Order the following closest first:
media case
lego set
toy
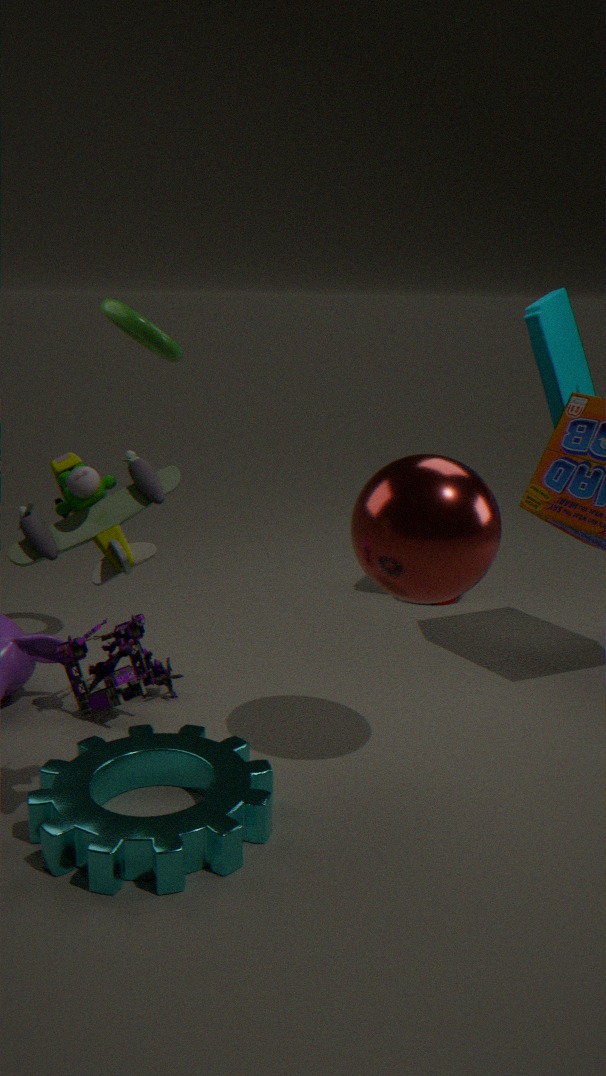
1. toy
2. lego set
3. media case
